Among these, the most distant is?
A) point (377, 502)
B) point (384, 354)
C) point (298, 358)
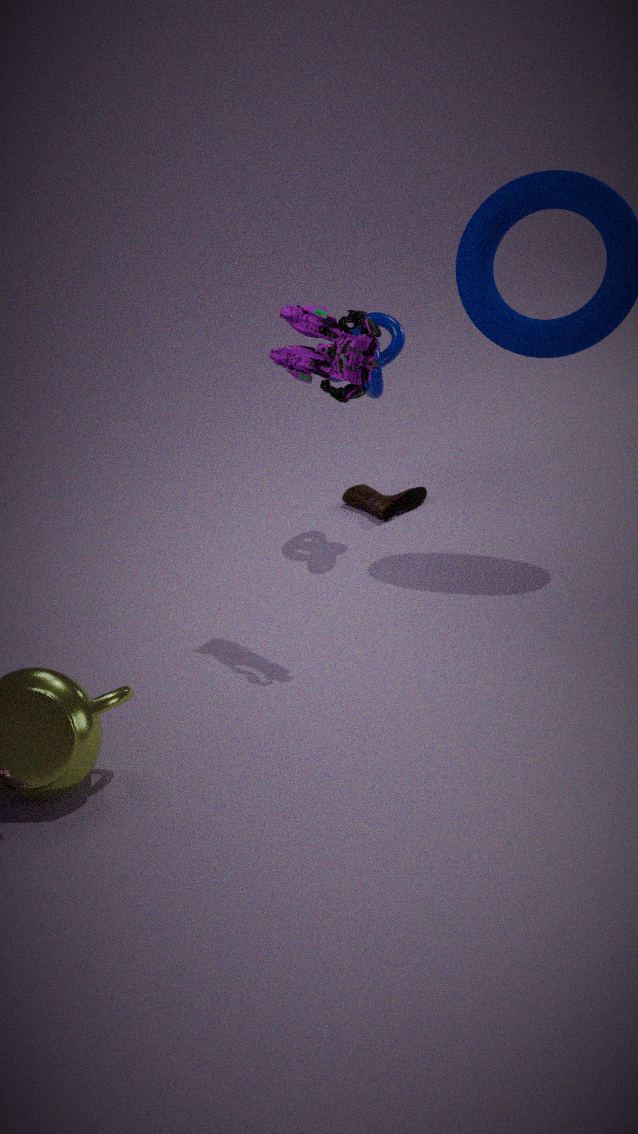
point (377, 502)
